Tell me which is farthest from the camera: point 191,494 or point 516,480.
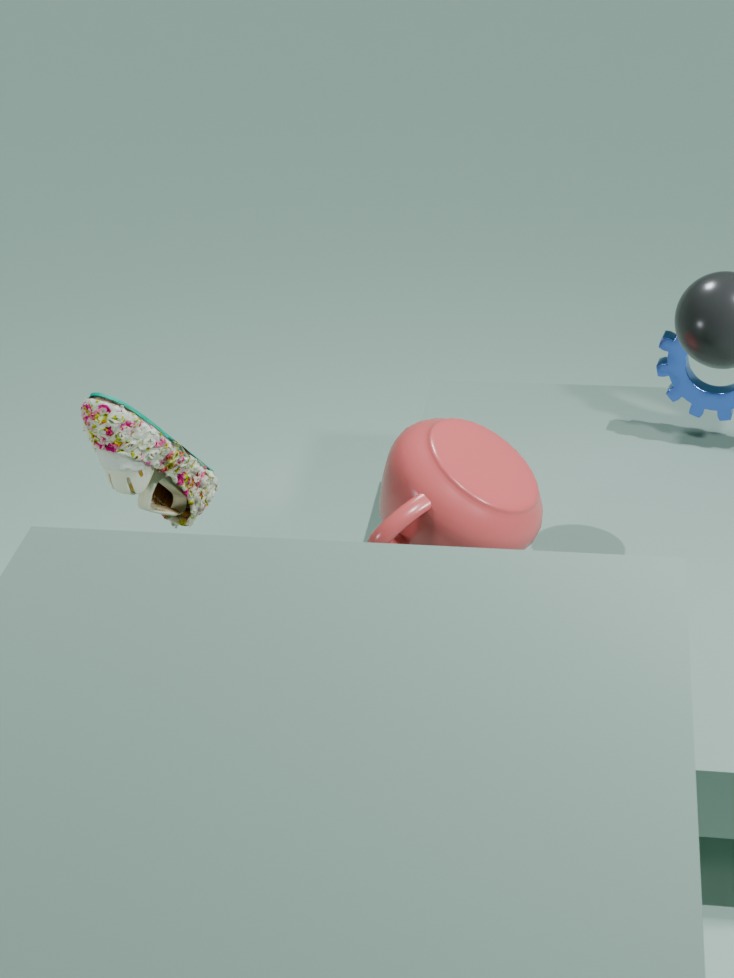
point 191,494
